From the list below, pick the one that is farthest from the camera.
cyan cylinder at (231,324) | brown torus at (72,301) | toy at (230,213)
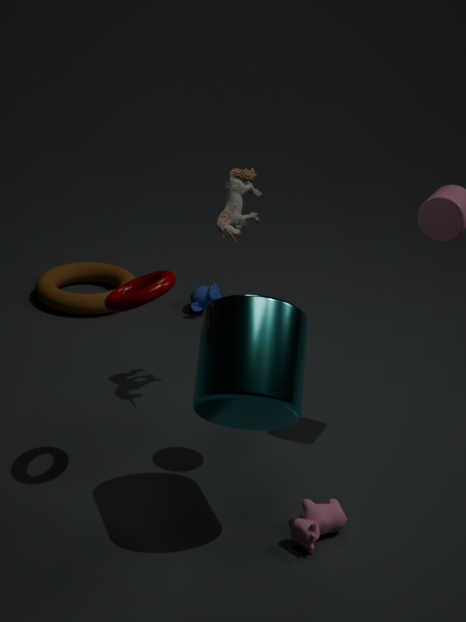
brown torus at (72,301)
